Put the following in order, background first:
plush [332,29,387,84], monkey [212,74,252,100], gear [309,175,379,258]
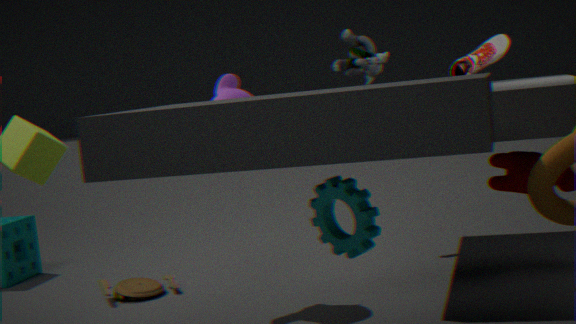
plush [332,29,387,84] → monkey [212,74,252,100] → gear [309,175,379,258]
